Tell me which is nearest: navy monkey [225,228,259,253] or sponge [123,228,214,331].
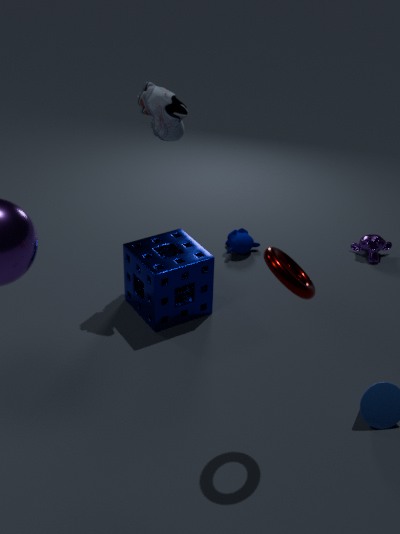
sponge [123,228,214,331]
